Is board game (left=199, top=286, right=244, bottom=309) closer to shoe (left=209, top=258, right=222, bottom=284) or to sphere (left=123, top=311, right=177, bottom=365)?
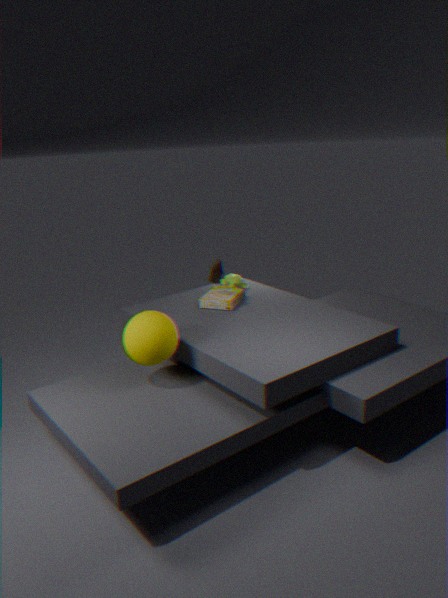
shoe (left=209, top=258, right=222, bottom=284)
